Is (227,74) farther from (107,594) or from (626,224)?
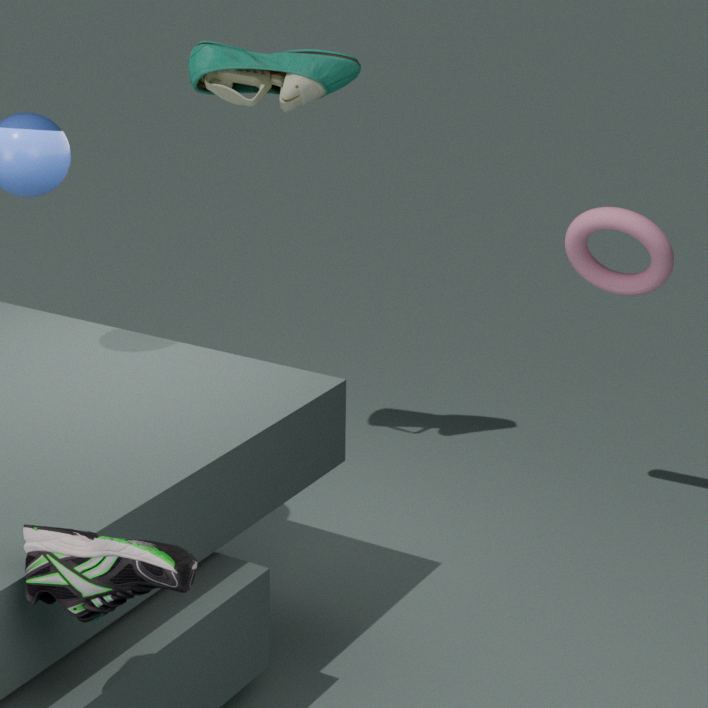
(107,594)
